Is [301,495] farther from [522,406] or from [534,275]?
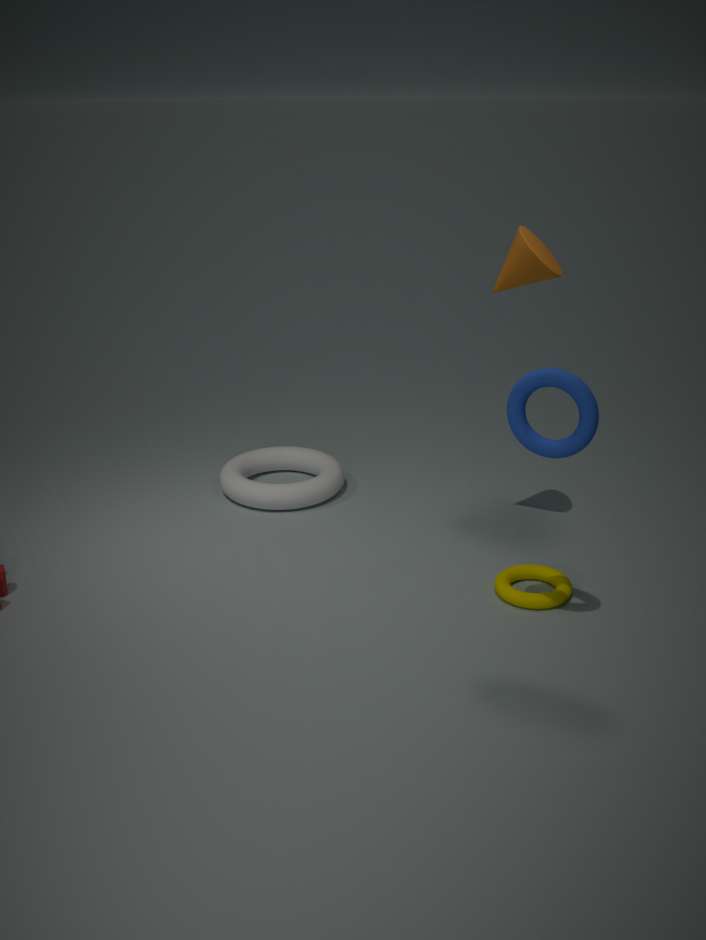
[522,406]
